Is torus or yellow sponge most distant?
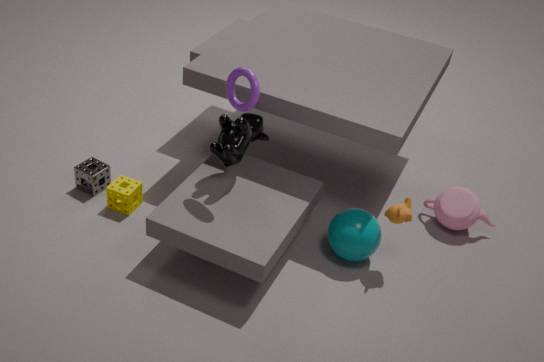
yellow sponge
